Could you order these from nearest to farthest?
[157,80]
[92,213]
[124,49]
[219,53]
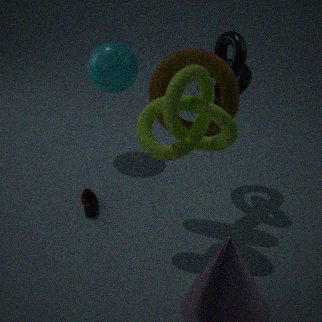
[157,80] → [92,213] → [219,53] → [124,49]
